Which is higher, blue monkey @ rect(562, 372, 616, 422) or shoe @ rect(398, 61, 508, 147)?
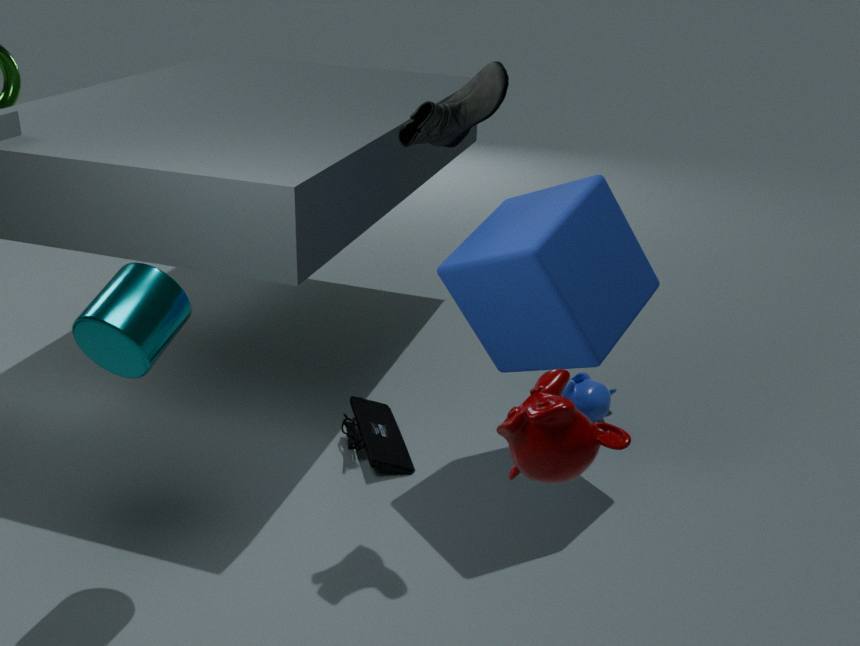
shoe @ rect(398, 61, 508, 147)
